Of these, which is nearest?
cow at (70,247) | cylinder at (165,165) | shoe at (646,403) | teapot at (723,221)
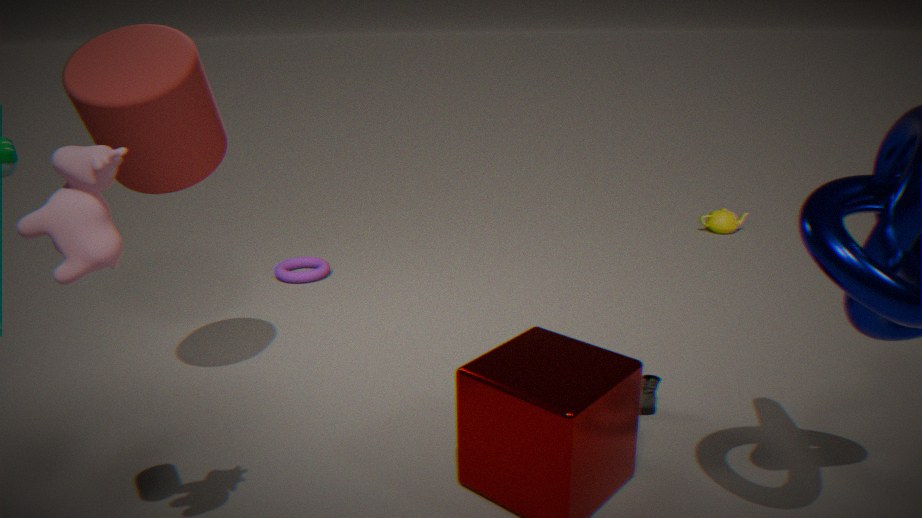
cow at (70,247)
